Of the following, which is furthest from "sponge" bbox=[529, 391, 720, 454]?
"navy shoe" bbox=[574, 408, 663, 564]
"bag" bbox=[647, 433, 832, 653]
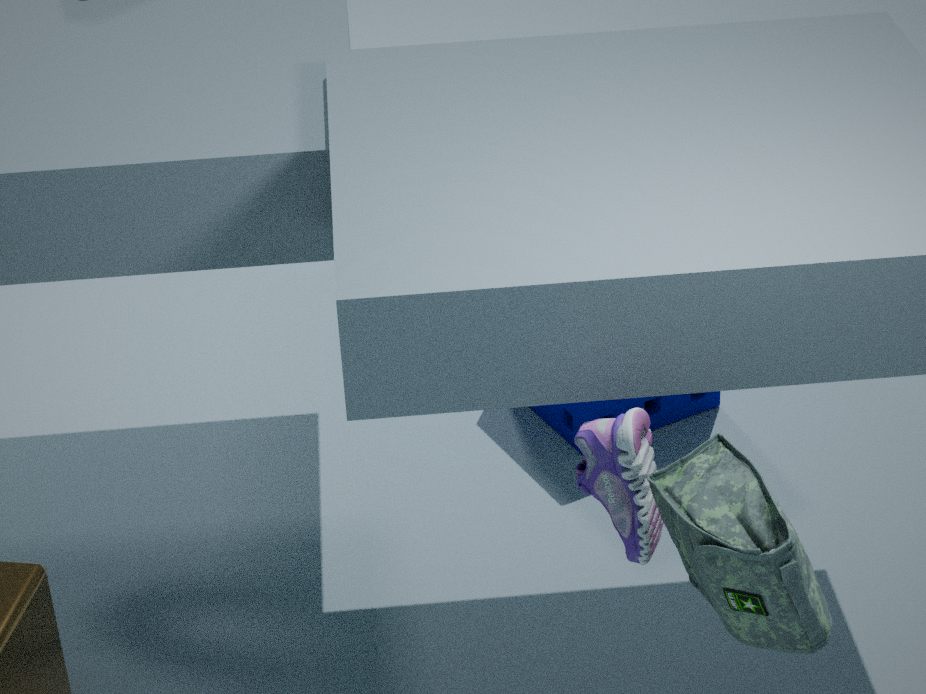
"bag" bbox=[647, 433, 832, 653]
